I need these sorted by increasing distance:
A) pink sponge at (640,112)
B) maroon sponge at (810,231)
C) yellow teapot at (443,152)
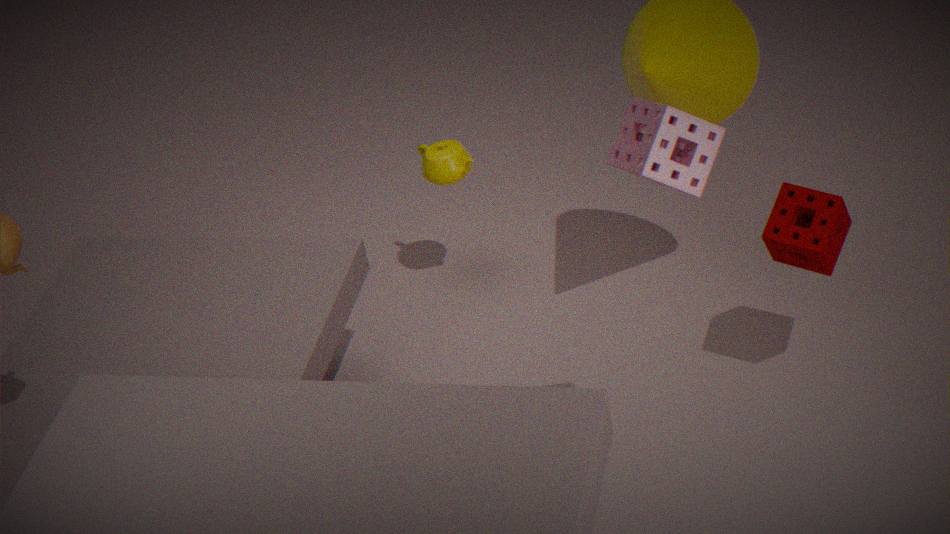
pink sponge at (640,112), maroon sponge at (810,231), yellow teapot at (443,152)
